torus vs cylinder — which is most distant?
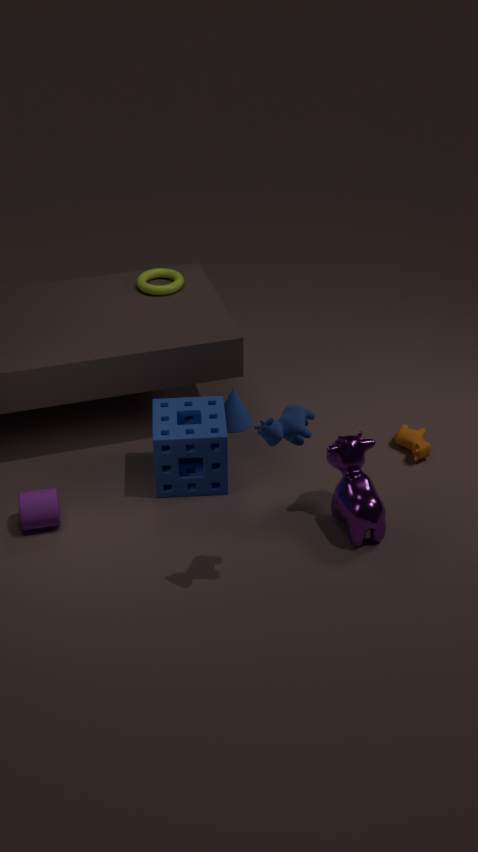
torus
